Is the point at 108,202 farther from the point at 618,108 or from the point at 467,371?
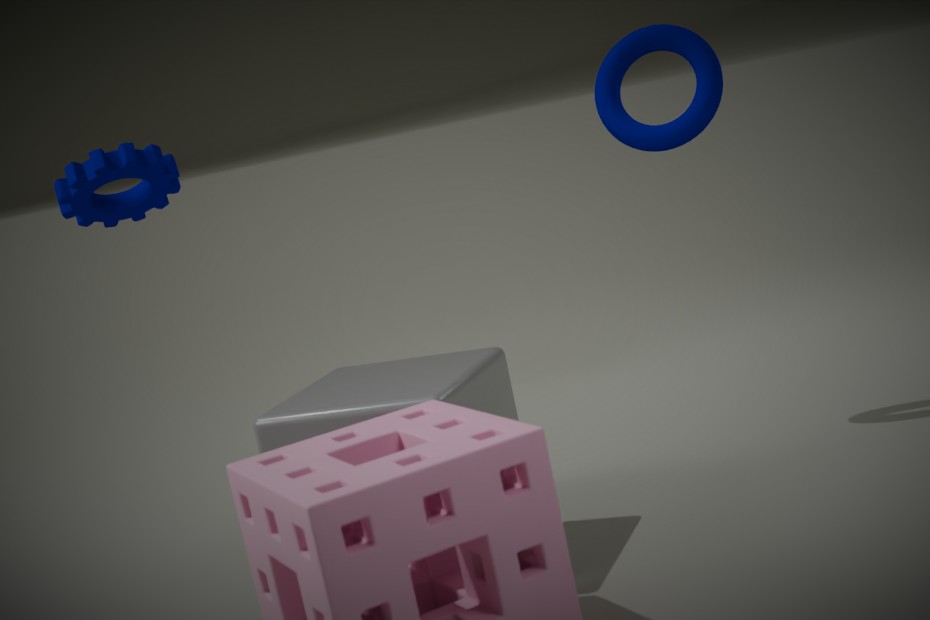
the point at 618,108
